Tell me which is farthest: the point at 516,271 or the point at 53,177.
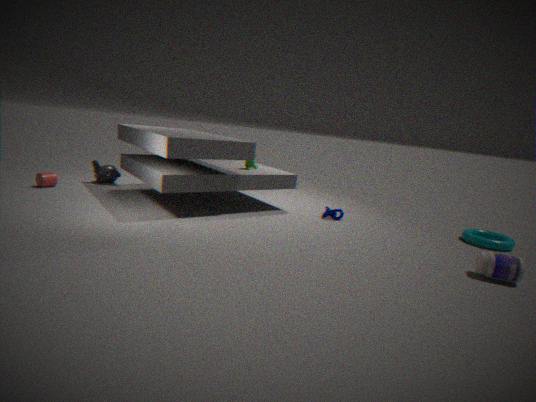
the point at 53,177
